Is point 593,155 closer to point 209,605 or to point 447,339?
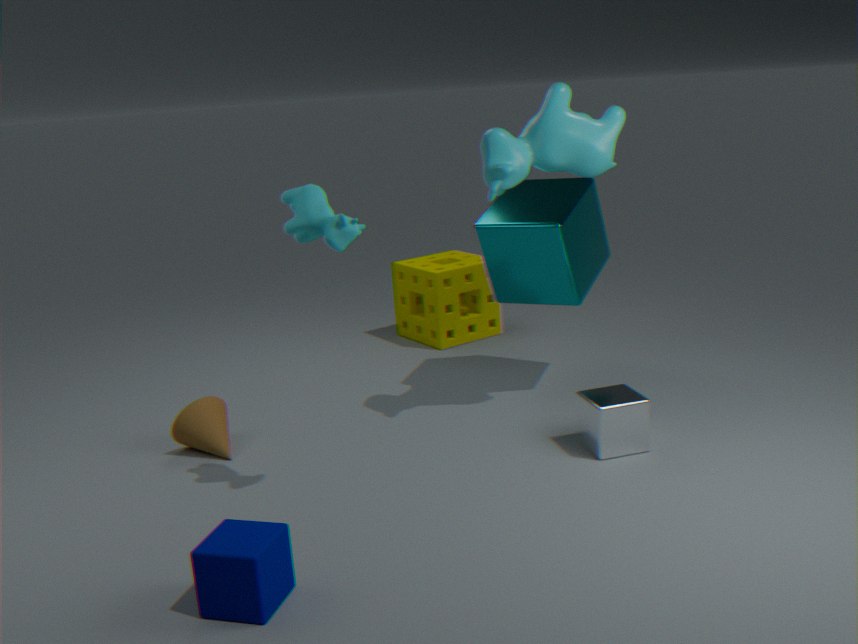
point 447,339
